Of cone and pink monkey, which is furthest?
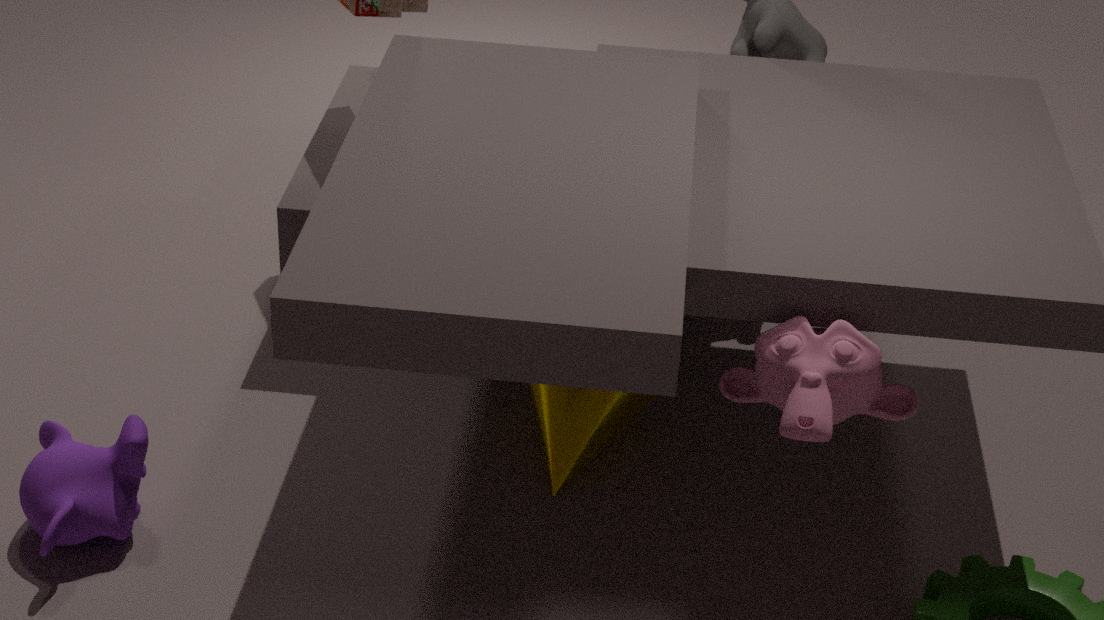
cone
